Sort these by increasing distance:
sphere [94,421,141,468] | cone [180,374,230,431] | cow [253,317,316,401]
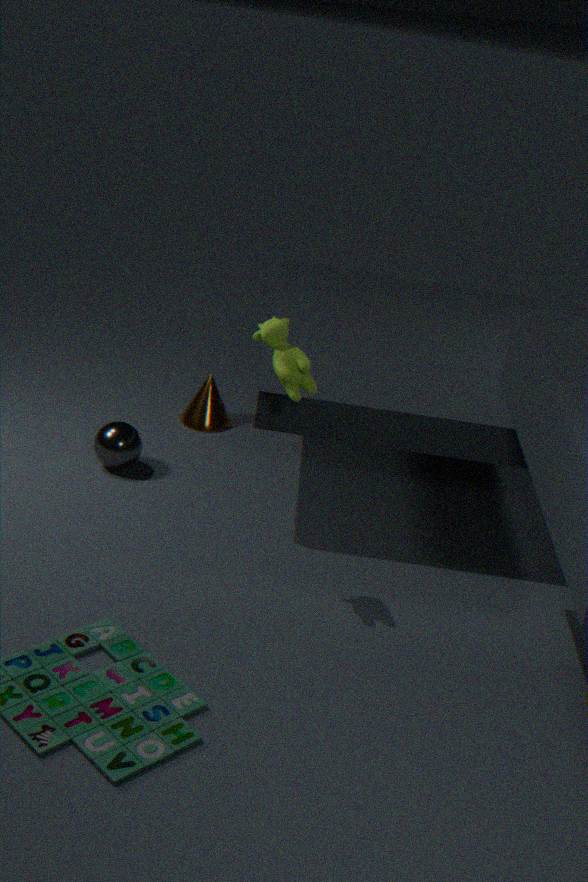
1. cow [253,317,316,401]
2. sphere [94,421,141,468]
3. cone [180,374,230,431]
